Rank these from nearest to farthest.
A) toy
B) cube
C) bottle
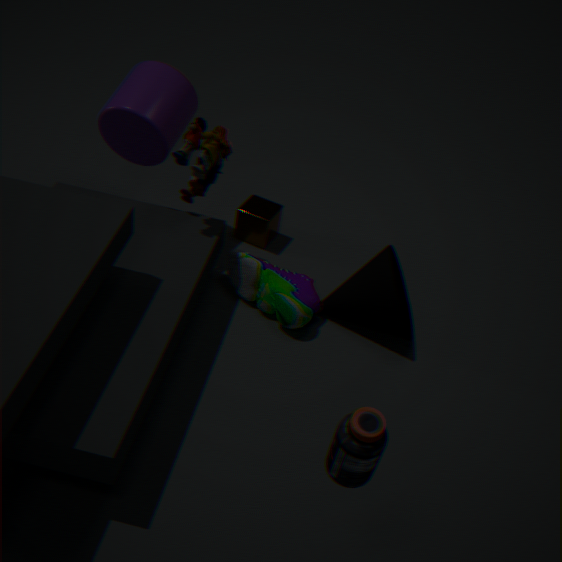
1. bottle
2. toy
3. cube
